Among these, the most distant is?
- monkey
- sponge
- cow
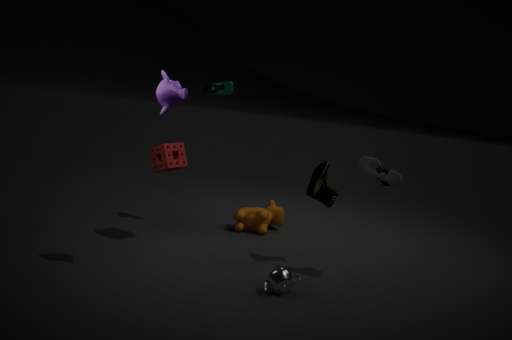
cow
